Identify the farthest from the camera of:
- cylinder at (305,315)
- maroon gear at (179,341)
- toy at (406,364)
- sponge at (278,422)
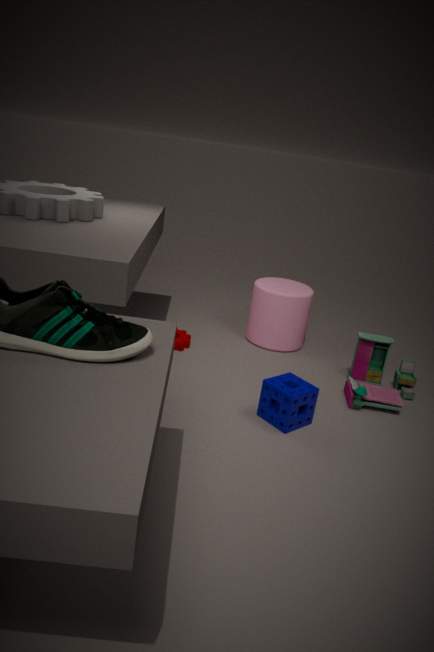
cylinder at (305,315)
